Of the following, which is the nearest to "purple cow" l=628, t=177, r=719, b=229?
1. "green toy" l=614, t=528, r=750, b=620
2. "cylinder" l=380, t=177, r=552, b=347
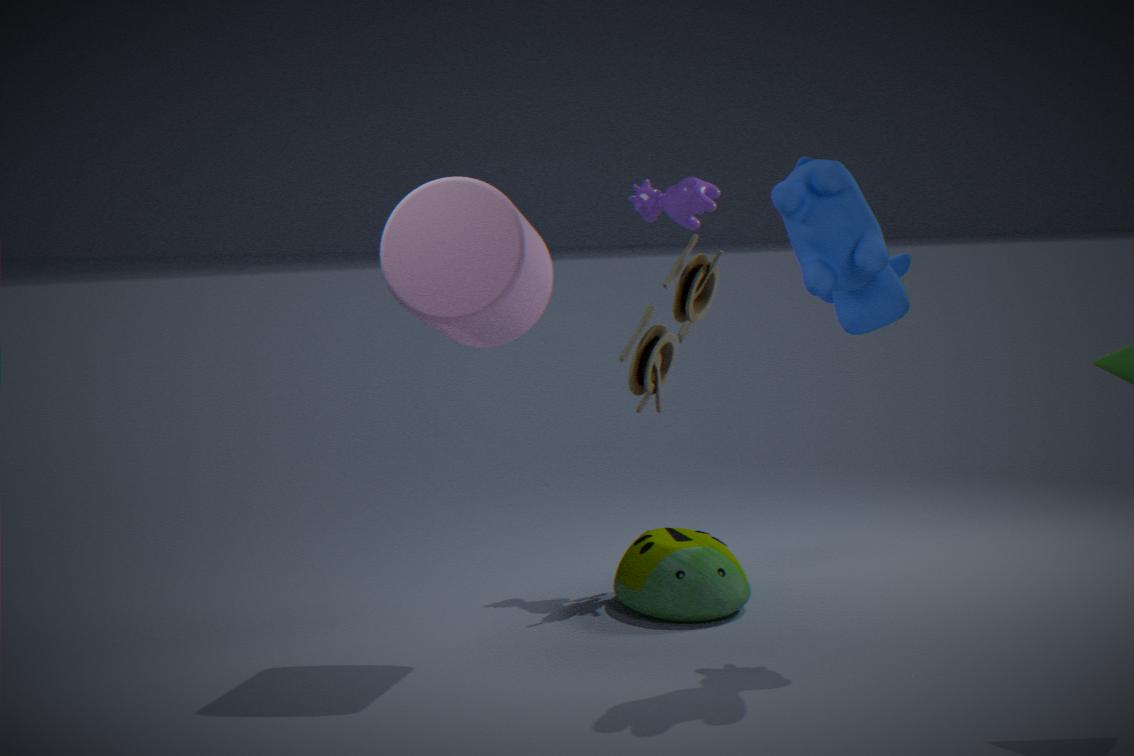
"cylinder" l=380, t=177, r=552, b=347
